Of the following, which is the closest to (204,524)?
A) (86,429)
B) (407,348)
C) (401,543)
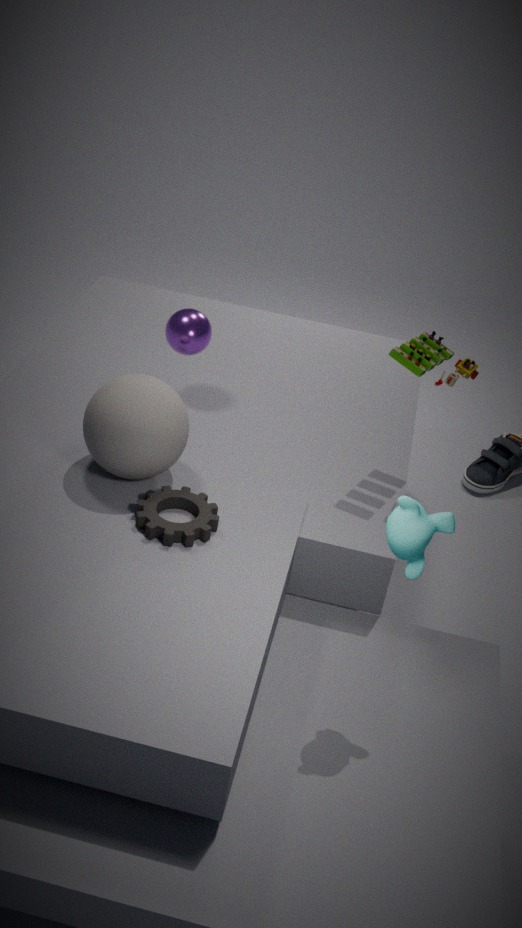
(86,429)
